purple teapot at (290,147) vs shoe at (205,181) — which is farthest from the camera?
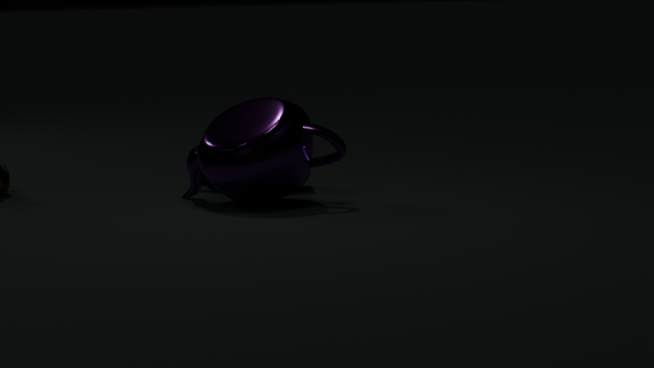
shoe at (205,181)
